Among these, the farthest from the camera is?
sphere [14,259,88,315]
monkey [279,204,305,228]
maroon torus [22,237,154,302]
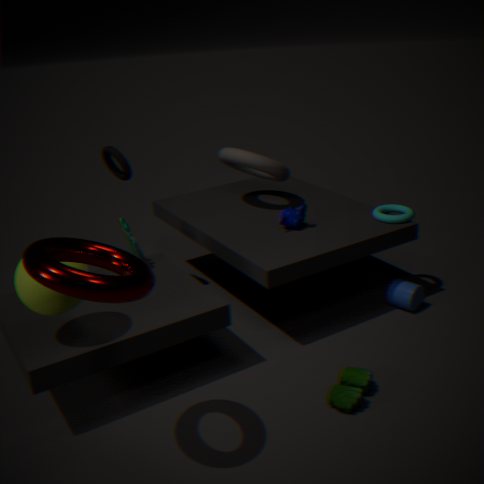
monkey [279,204,305,228]
